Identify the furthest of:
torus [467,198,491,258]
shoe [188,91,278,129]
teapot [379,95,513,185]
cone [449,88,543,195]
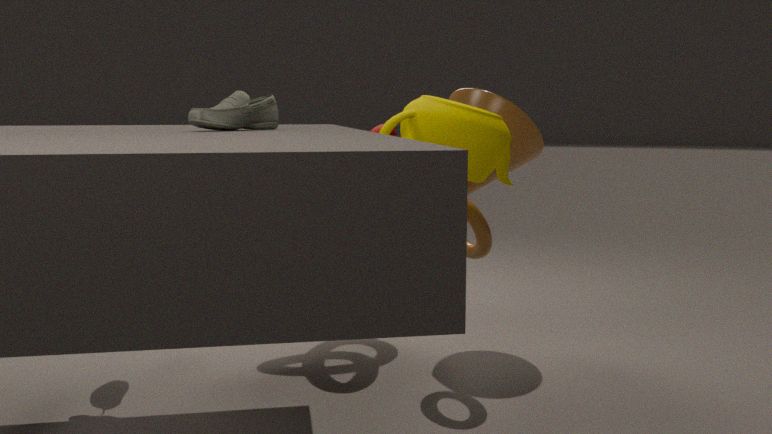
cone [449,88,543,195]
